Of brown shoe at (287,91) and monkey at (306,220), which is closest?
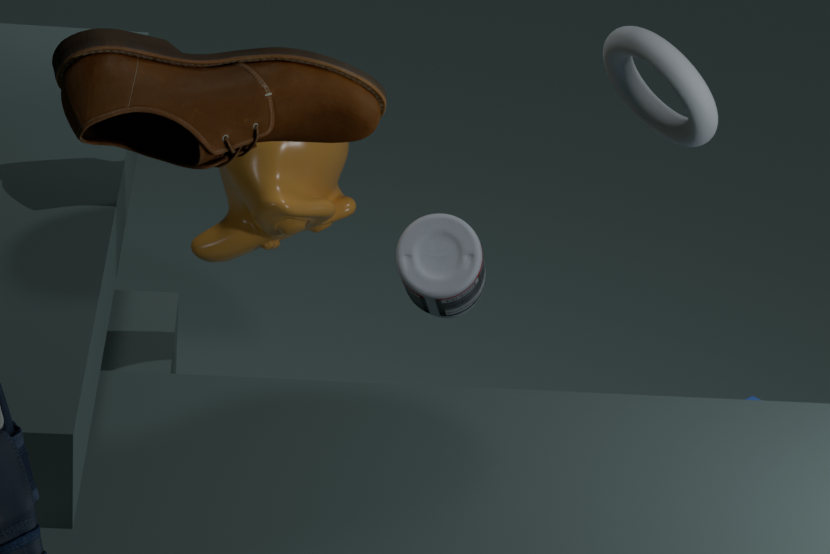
brown shoe at (287,91)
